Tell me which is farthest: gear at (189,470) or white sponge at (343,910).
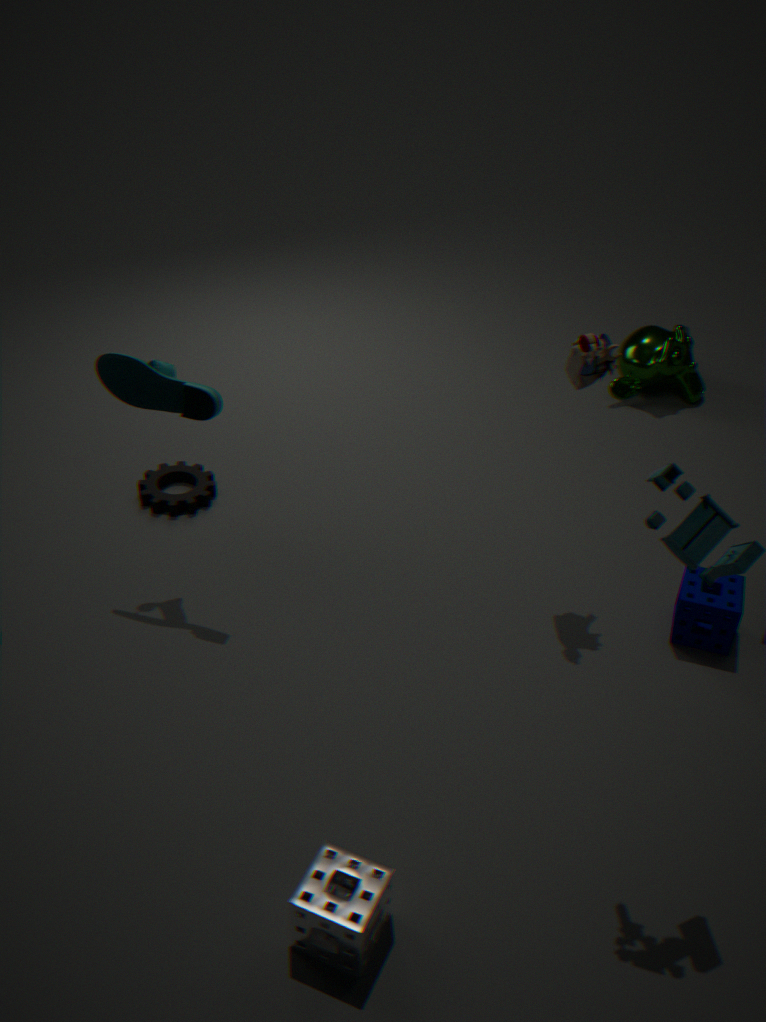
gear at (189,470)
